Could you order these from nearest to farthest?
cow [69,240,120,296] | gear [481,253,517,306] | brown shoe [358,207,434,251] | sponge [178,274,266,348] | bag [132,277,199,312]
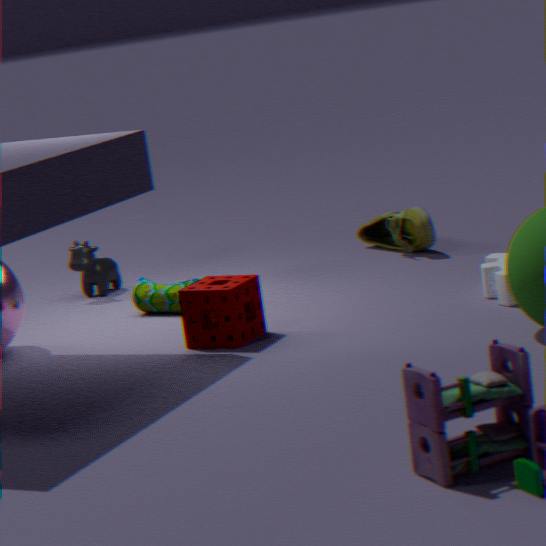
sponge [178,274,266,348] < gear [481,253,517,306] < bag [132,277,199,312] < brown shoe [358,207,434,251] < cow [69,240,120,296]
